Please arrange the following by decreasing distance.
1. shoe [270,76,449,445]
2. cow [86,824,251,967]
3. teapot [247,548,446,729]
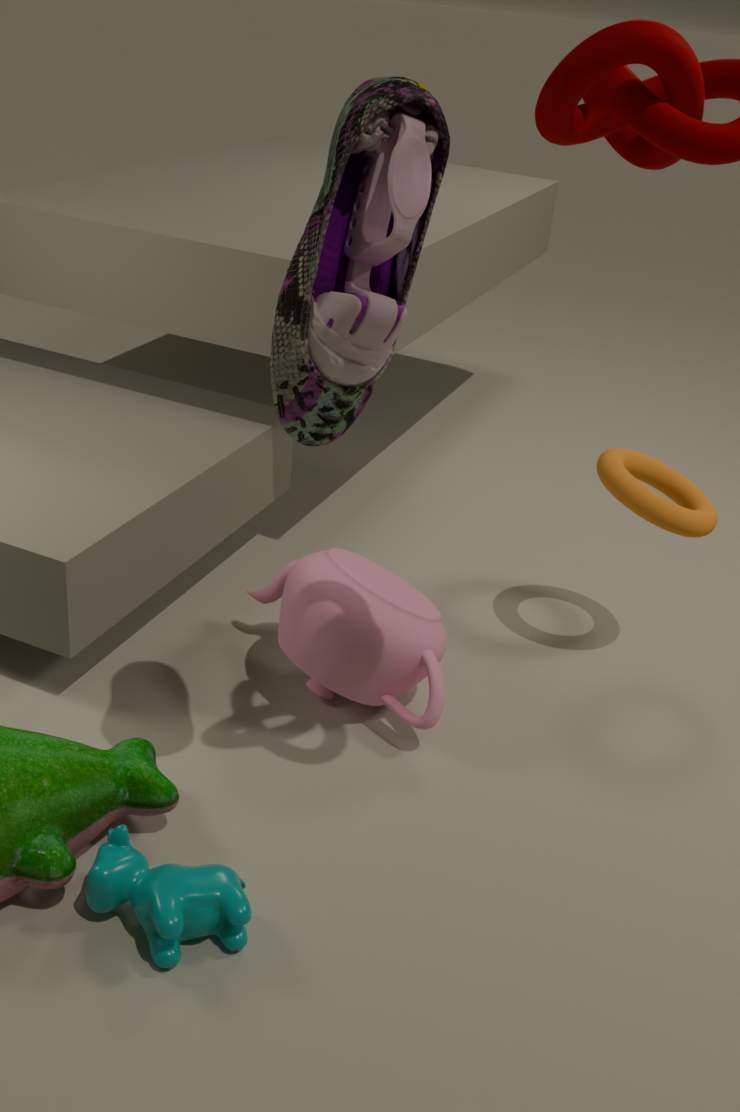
teapot [247,548,446,729], cow [86,824,251,967], shoe [270,76,449,445]
